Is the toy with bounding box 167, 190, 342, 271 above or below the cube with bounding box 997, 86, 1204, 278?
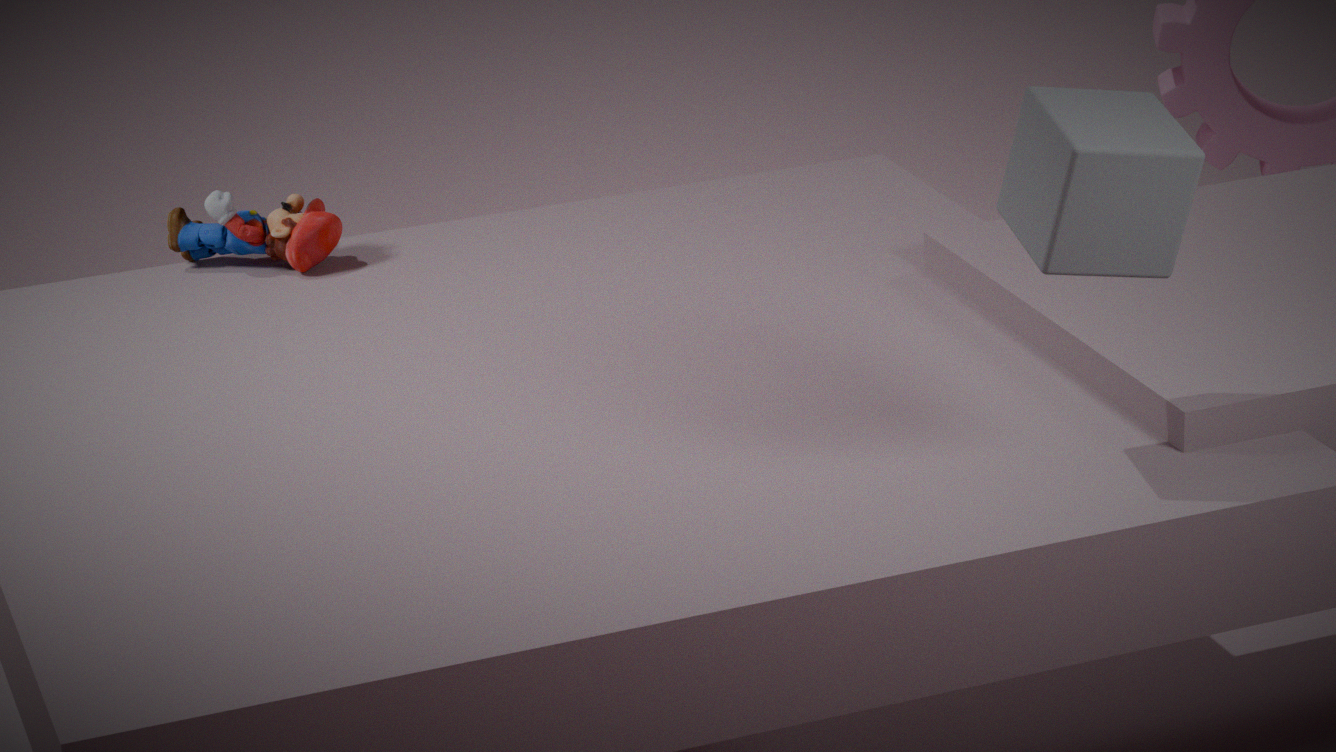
below
